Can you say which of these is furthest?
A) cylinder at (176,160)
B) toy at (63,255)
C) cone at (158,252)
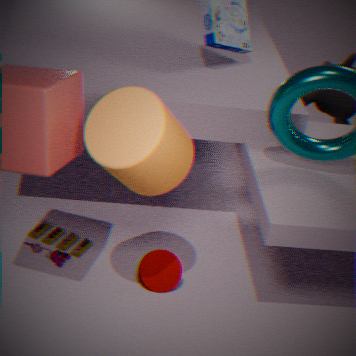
toy at (63,255)
